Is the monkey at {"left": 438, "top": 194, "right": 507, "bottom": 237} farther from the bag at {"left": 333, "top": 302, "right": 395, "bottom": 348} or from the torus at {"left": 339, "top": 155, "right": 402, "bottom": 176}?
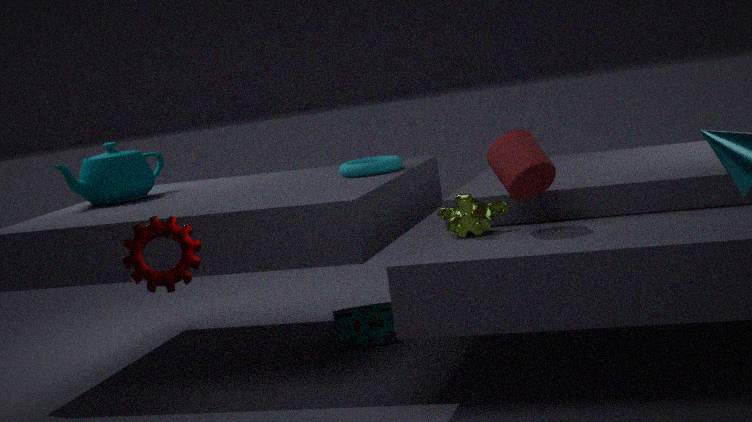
the bag at {"left": 333, "top": 302, "right": 395, "bottom": 348}
